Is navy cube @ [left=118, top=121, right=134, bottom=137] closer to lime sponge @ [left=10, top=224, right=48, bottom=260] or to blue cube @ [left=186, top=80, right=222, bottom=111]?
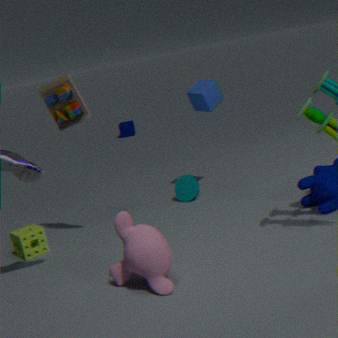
blue cube @ [left=186, top=80, right=222, bottom=111]
